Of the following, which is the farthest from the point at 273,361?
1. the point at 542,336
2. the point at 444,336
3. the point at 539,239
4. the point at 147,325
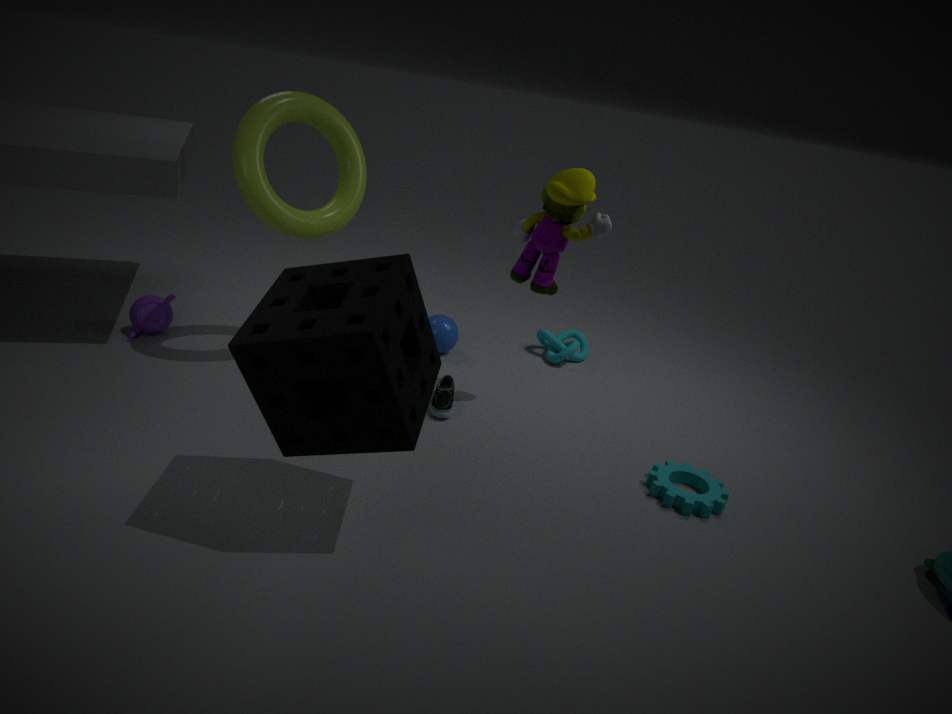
the point at 542,336
